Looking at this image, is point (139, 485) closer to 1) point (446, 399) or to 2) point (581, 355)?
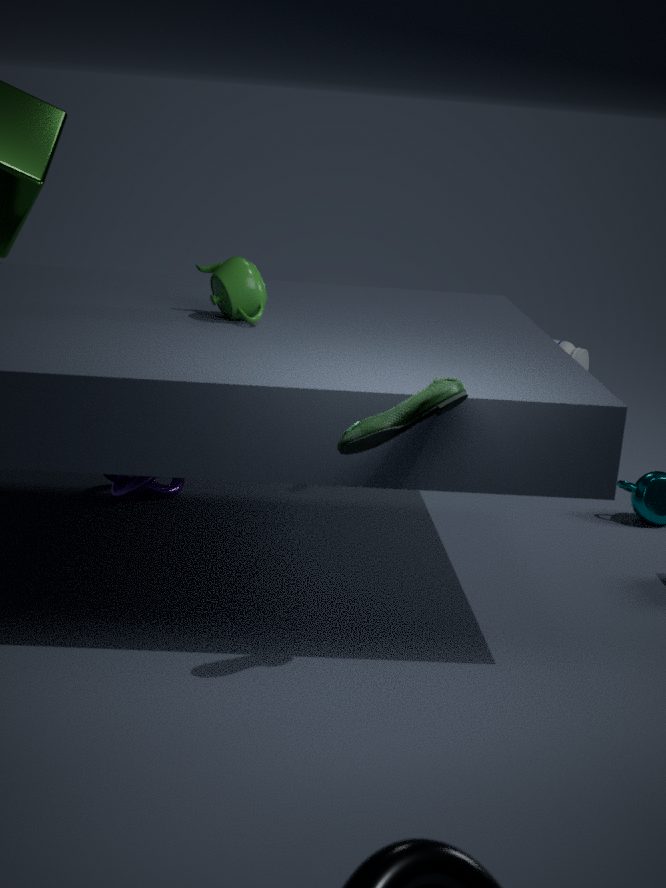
1) point (446, 399)
